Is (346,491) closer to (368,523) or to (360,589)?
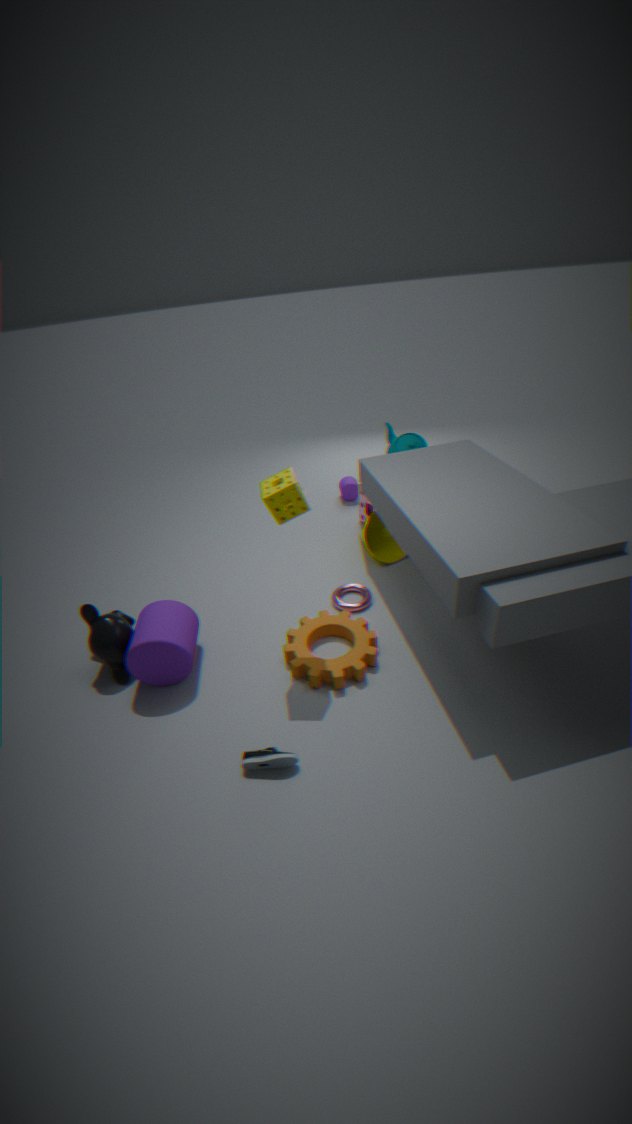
(368,523)
